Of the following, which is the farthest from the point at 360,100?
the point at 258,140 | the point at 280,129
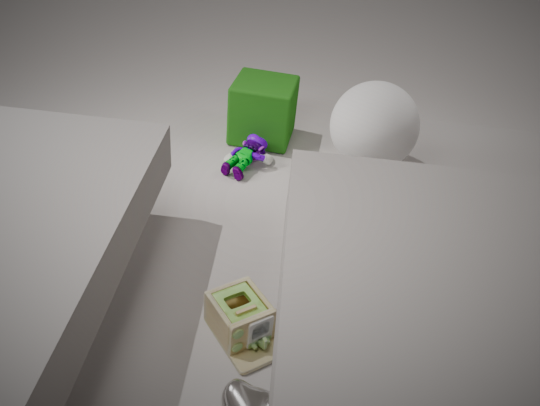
the point at 280,129
